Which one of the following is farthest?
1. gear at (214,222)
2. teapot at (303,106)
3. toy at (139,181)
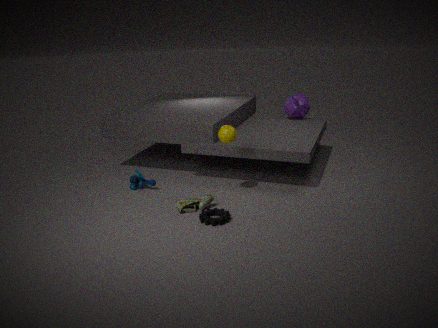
teapot at (303,106)
